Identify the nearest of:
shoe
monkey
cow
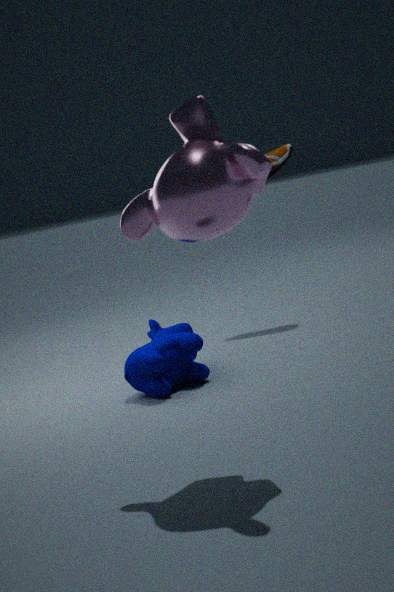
monkey
